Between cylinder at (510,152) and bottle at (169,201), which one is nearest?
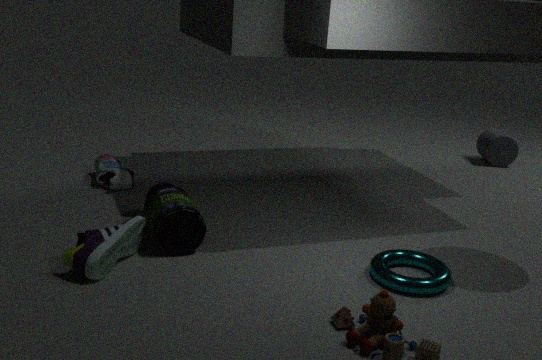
bottle at (169,201)
